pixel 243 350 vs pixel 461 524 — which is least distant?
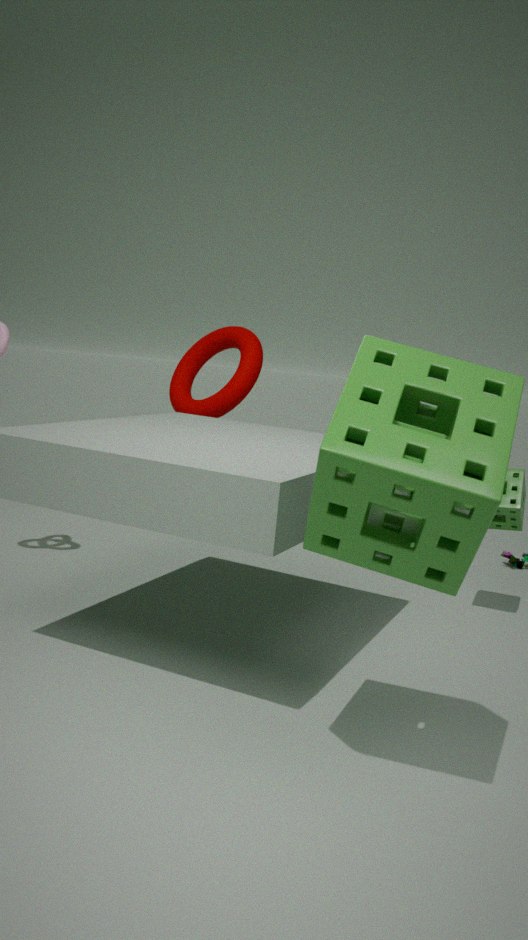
pixel 461 524
